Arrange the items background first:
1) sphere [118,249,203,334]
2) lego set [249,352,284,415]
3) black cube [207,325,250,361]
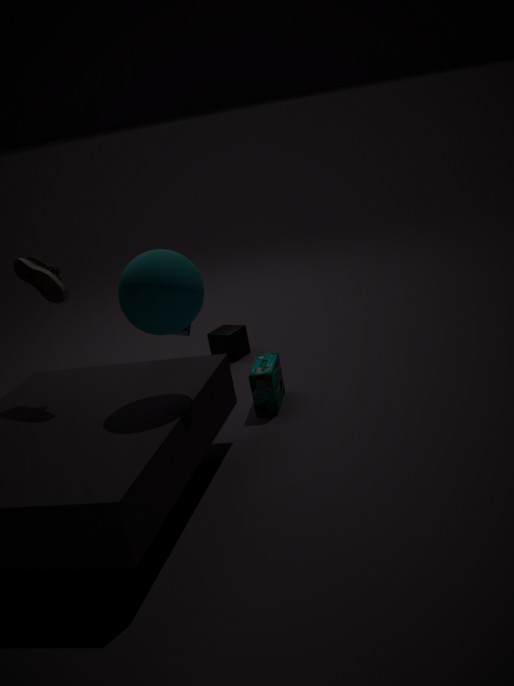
3. black cube [207,325,250,361] < 2. lego set [249,352,284,415] < 1. sphere [118,249,203,334]
